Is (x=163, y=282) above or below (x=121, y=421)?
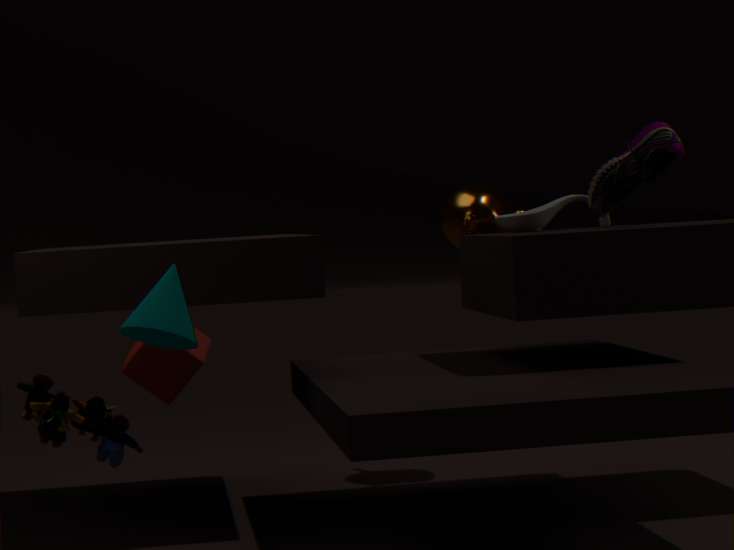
above
